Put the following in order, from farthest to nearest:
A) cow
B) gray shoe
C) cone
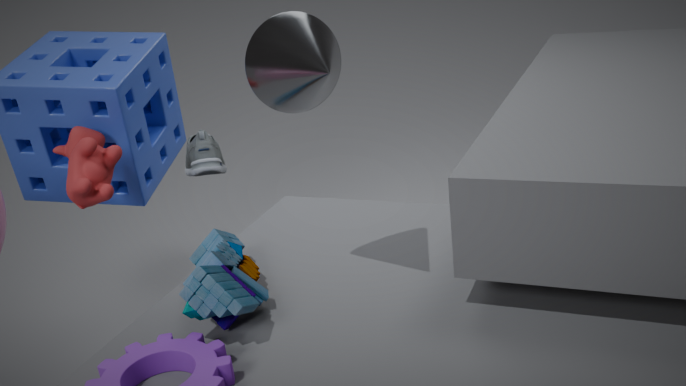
gray shoe < cow < cone
